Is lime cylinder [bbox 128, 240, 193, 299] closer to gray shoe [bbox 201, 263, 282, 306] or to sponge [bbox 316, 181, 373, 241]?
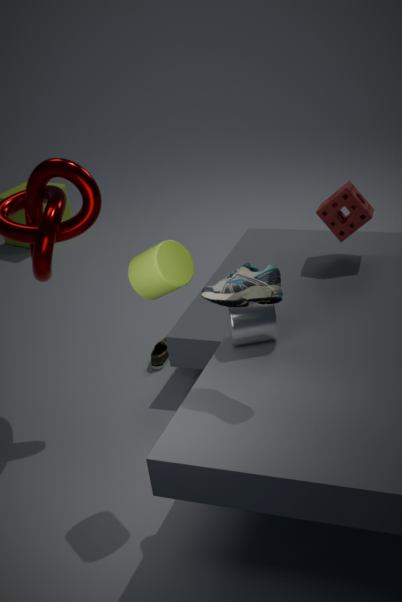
gray shoe [bbox 201, 263, 282, 306]
